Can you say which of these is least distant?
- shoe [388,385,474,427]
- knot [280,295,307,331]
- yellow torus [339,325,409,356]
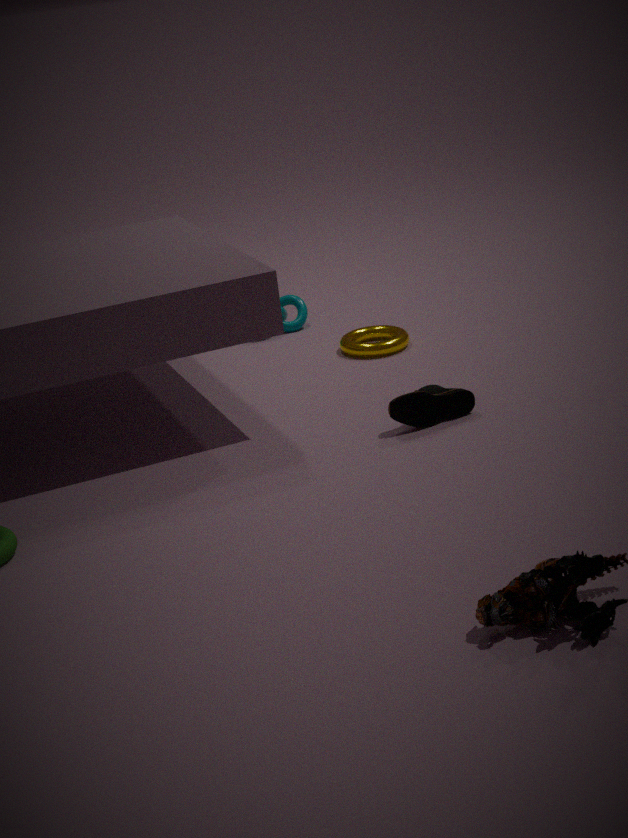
shoe [388,385,474,427]
